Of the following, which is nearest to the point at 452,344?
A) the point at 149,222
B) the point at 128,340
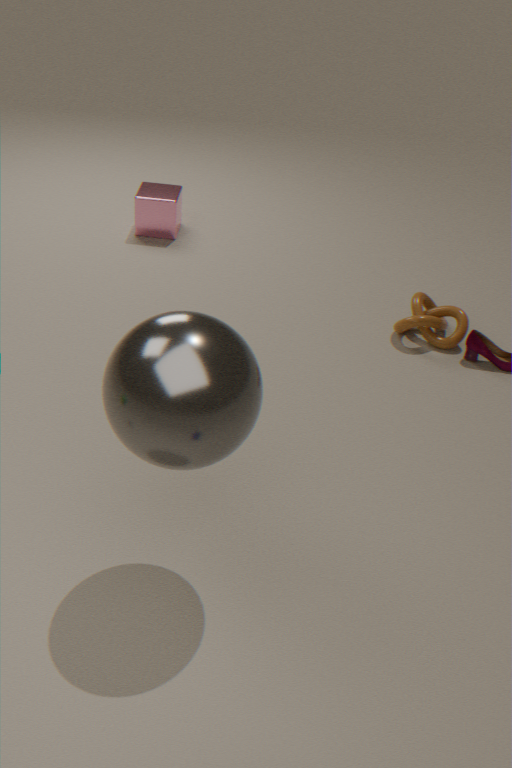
the point at 149,222
